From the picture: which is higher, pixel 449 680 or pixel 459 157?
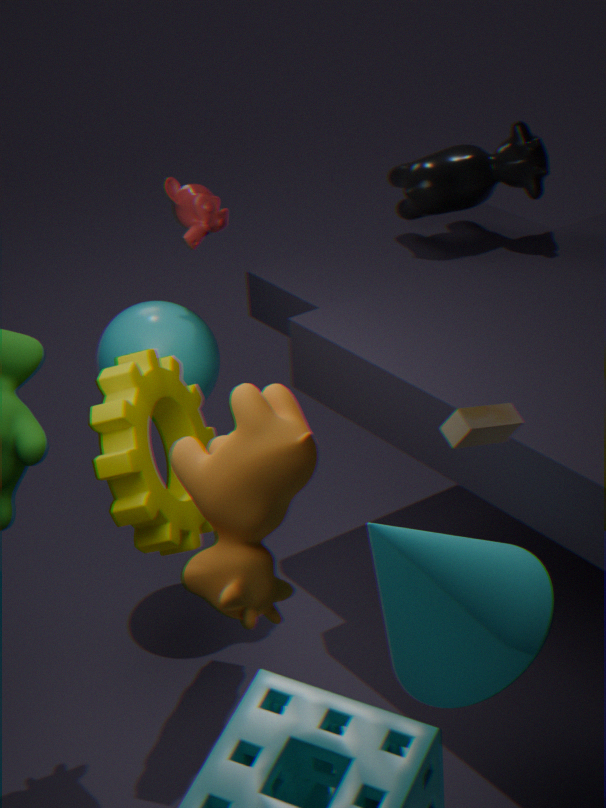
pixel 459 157
